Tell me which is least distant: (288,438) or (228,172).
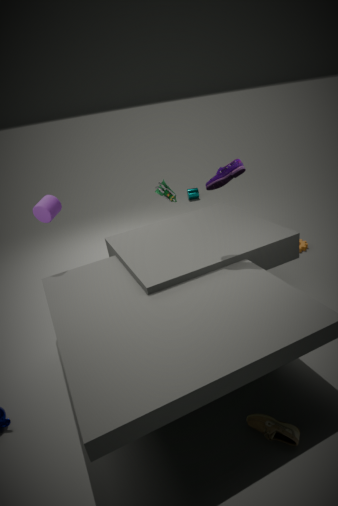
(288,438)
